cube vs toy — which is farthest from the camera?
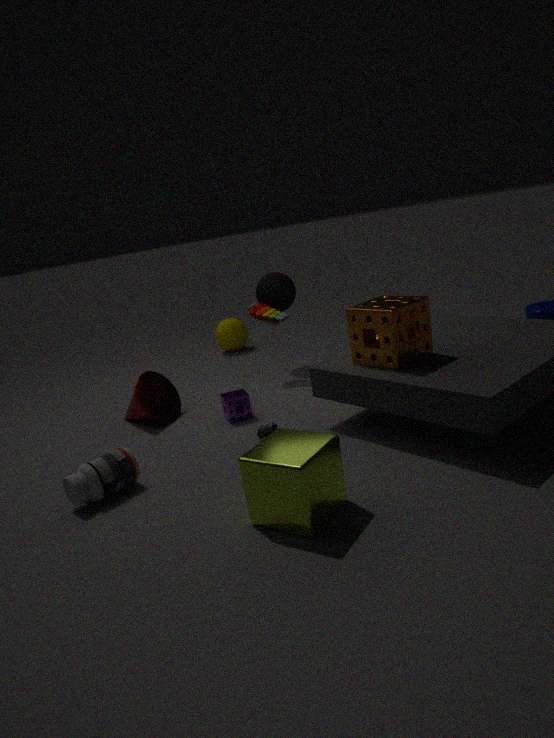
toy
